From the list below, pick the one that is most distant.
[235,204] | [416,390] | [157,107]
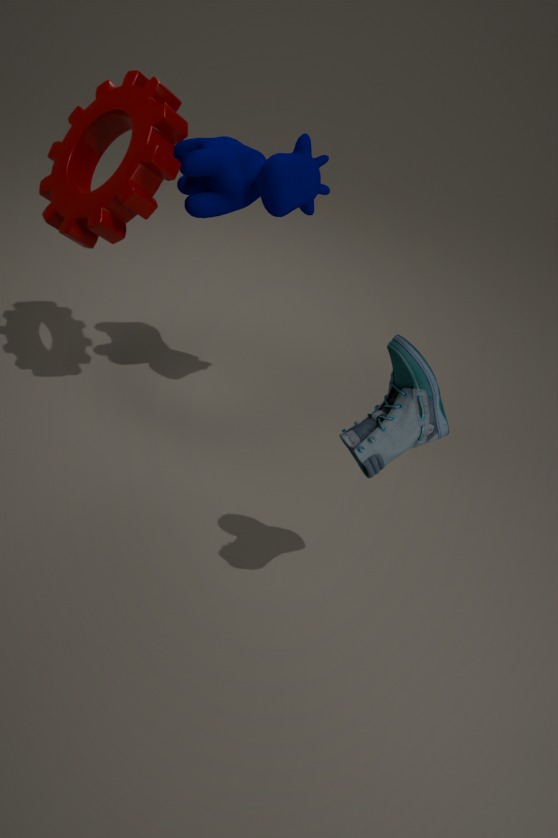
[235,204]
